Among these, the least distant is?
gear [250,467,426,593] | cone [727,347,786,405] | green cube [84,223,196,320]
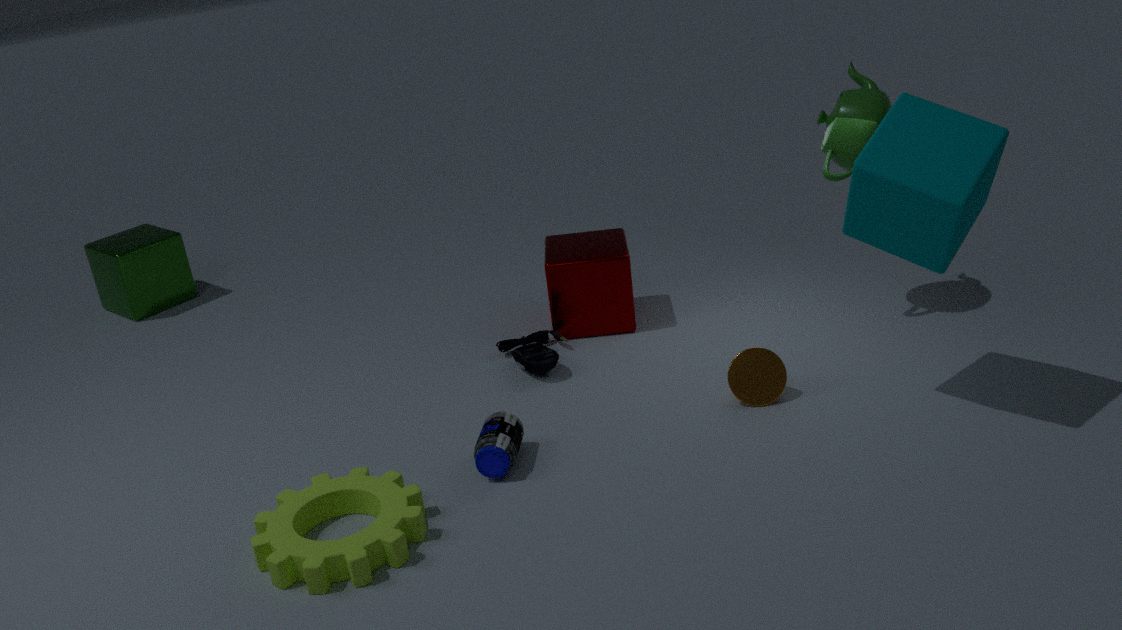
gear [250,467,426,593]
